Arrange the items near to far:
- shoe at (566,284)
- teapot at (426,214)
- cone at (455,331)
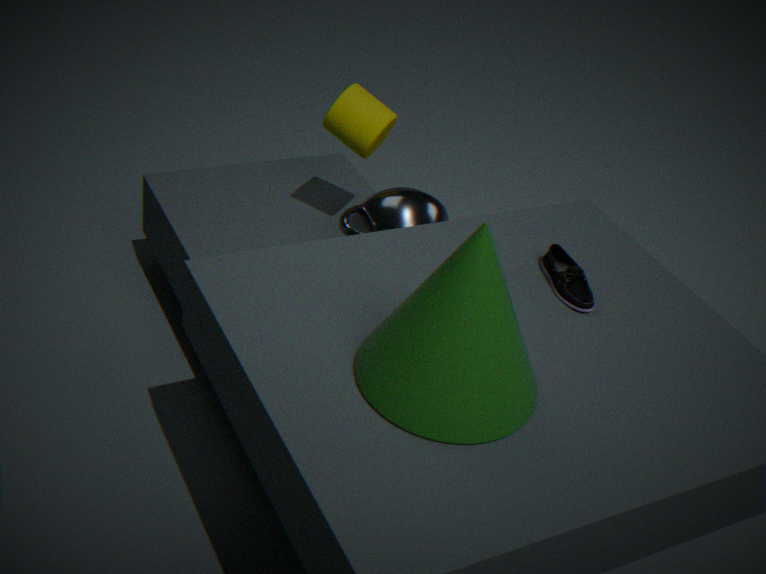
cone at (455,331) → shoe at (566,284) → teapot at (426,214)
